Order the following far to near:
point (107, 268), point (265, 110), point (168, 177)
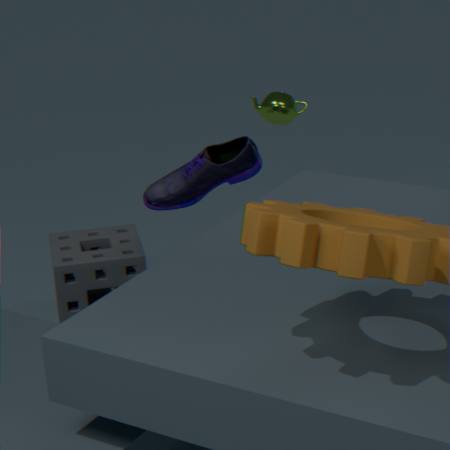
point (265, 110) → point (107, 268) → point (168, 177)
